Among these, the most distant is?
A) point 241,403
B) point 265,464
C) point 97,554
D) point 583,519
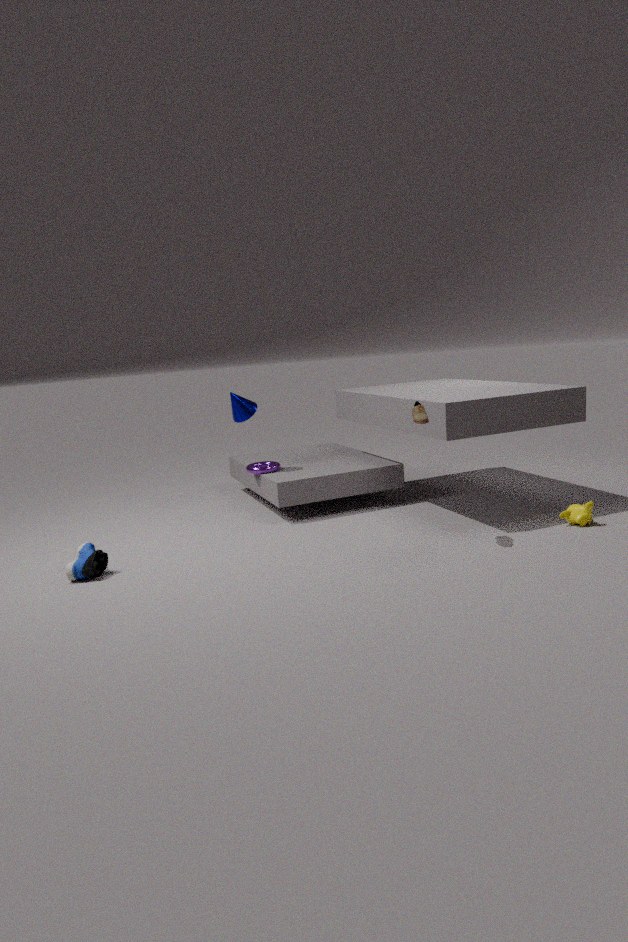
point 265,464
